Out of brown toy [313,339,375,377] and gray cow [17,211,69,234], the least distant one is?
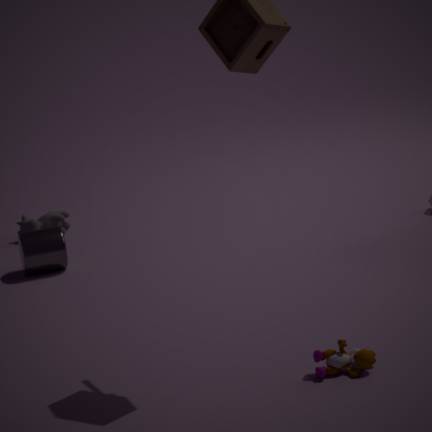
brown toy [313,339,375,377]
